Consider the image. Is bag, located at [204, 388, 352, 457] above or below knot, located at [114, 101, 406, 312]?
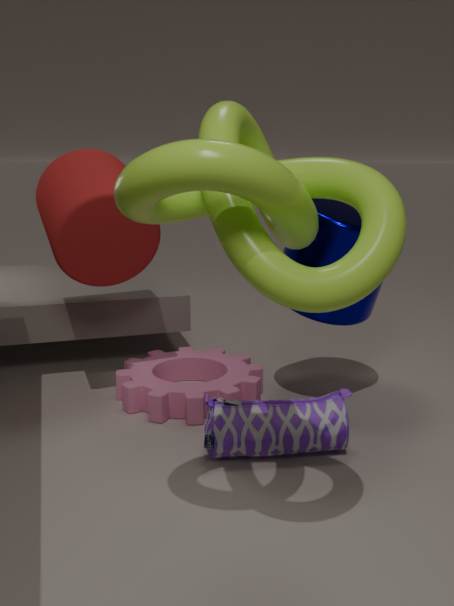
below
